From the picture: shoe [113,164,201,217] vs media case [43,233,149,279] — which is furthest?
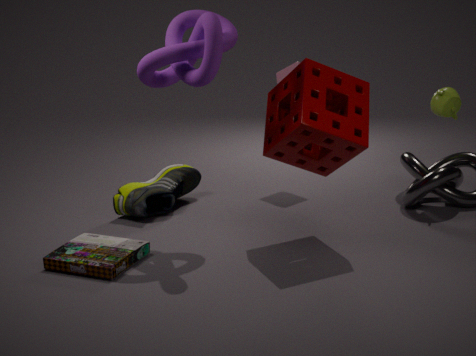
shoe [113,164,201,217]
